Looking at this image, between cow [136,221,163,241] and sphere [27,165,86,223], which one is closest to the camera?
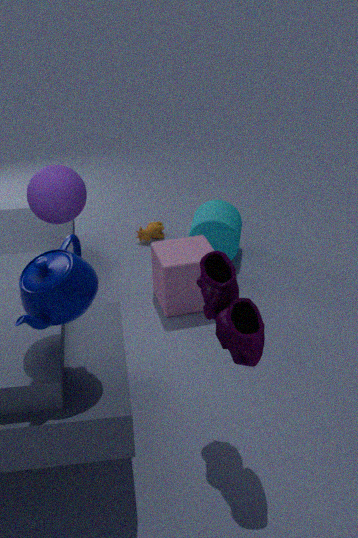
sphere [27,165,86,223]
